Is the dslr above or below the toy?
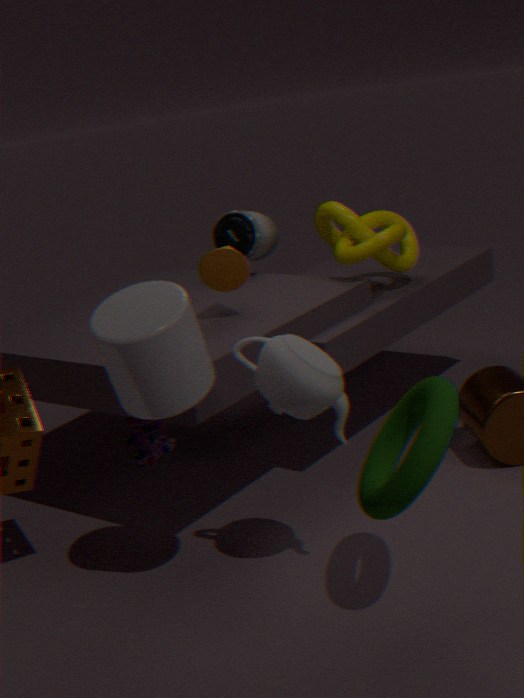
above
